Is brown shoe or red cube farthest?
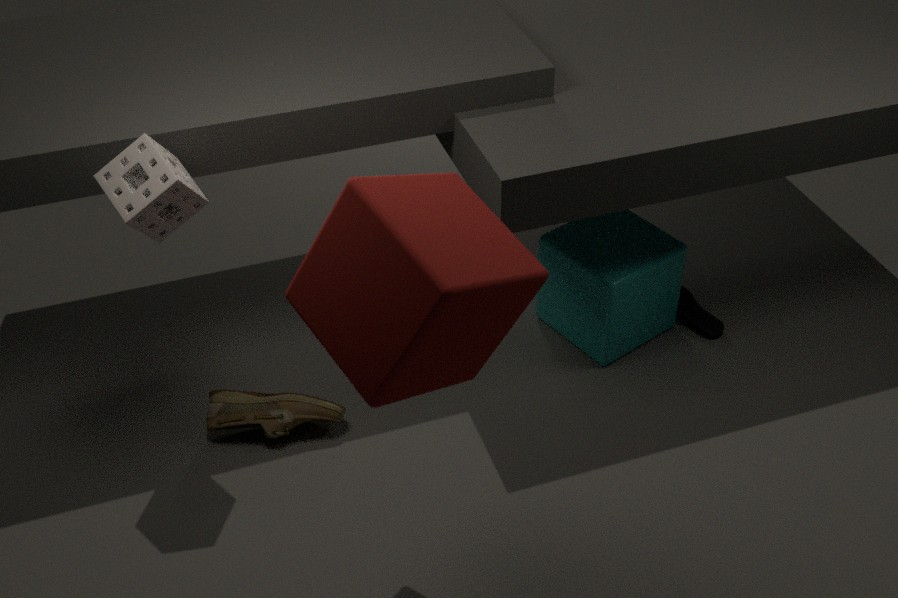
brown shoe
